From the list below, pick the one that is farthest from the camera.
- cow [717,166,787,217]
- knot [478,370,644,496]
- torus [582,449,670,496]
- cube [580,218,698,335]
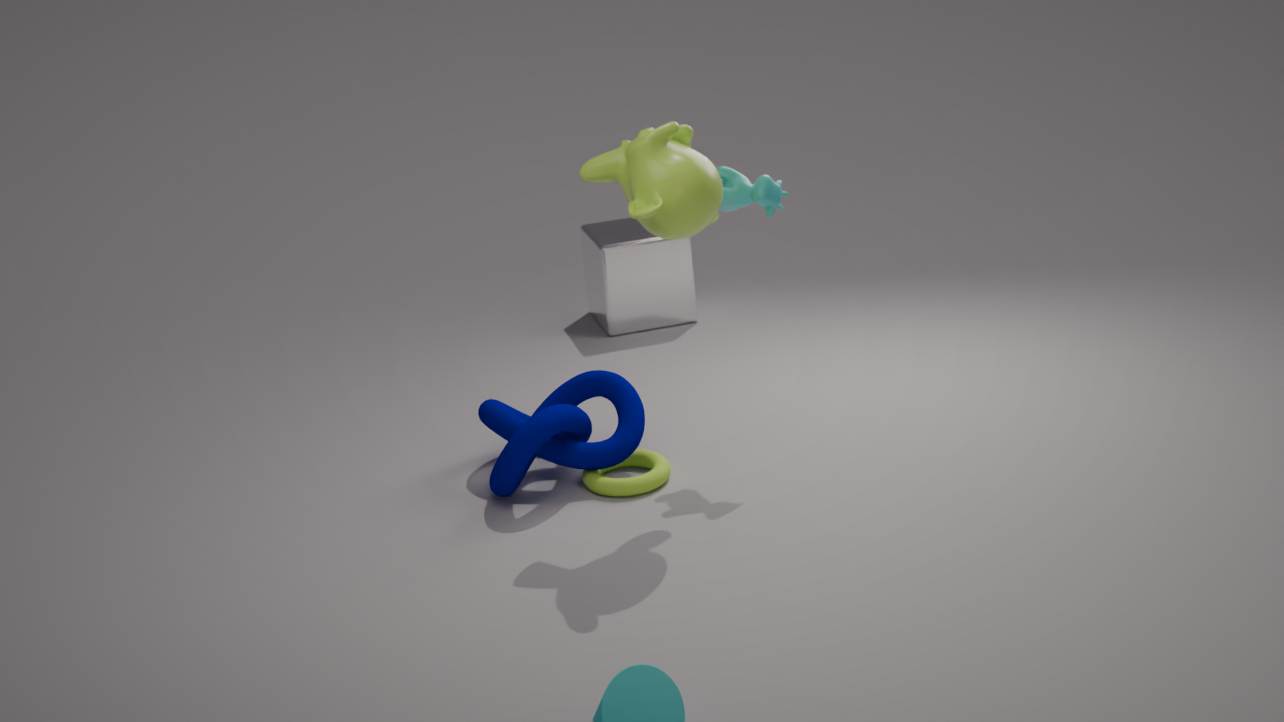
cube [580,218,698,335]
